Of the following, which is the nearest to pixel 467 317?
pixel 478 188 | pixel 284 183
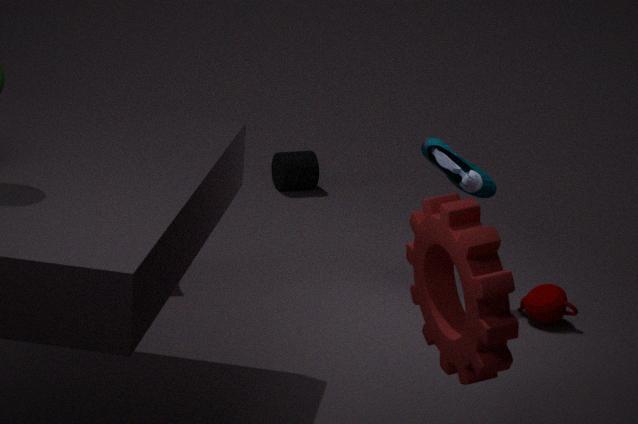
pixel 478 188
